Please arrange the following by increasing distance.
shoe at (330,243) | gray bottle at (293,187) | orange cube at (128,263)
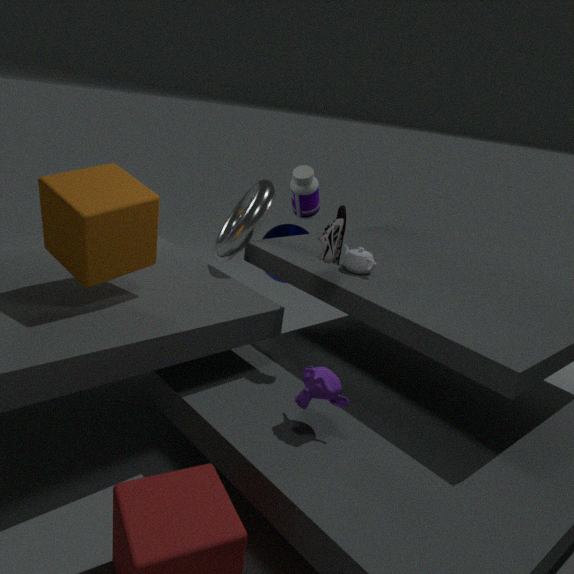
orange cube at (128,263), shoe at (330,243), gray bottle at (293,187)
